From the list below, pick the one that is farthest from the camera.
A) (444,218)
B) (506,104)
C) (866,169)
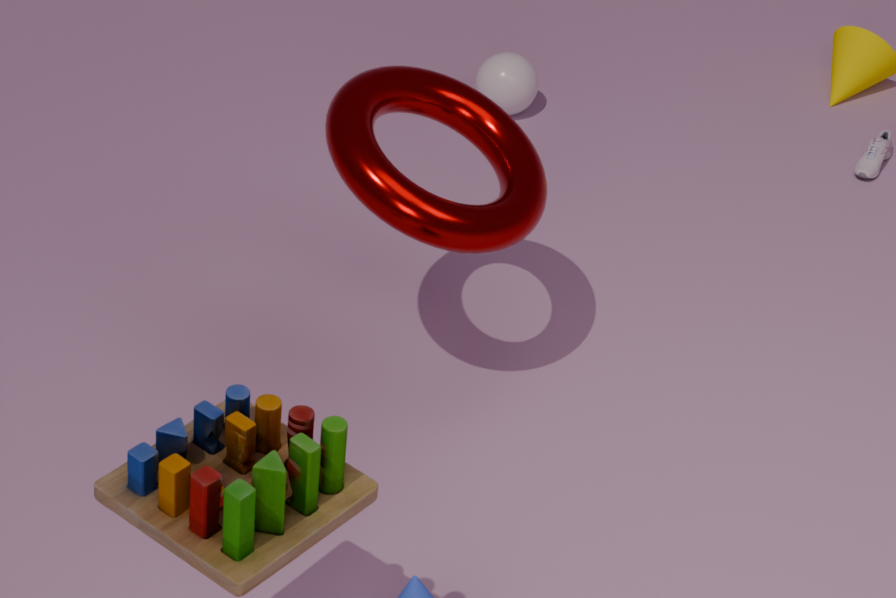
(506,104)
